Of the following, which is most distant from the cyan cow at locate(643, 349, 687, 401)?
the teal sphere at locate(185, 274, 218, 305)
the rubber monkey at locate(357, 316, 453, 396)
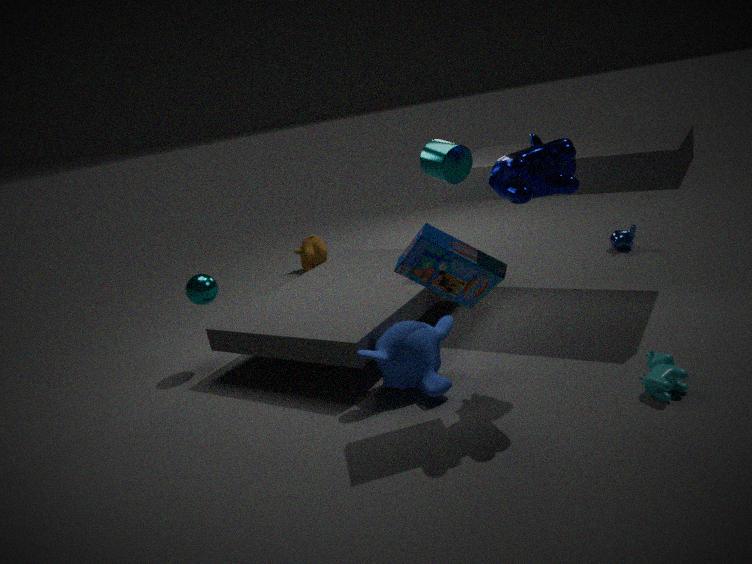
the teal sphere at locate(185, 274, 218, 305)
